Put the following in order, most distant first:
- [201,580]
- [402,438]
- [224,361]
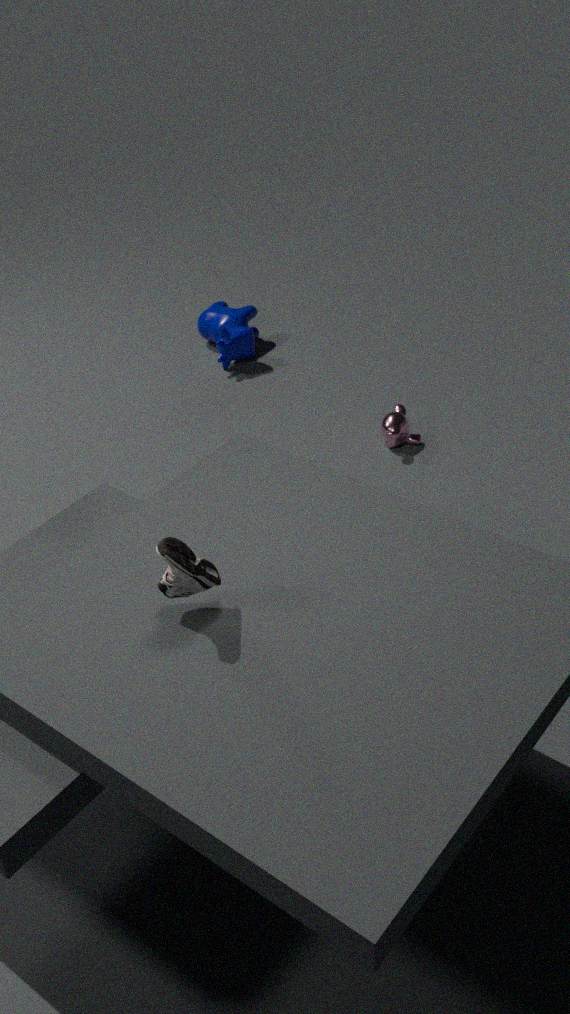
[224,361], [402,438], [201,580]
